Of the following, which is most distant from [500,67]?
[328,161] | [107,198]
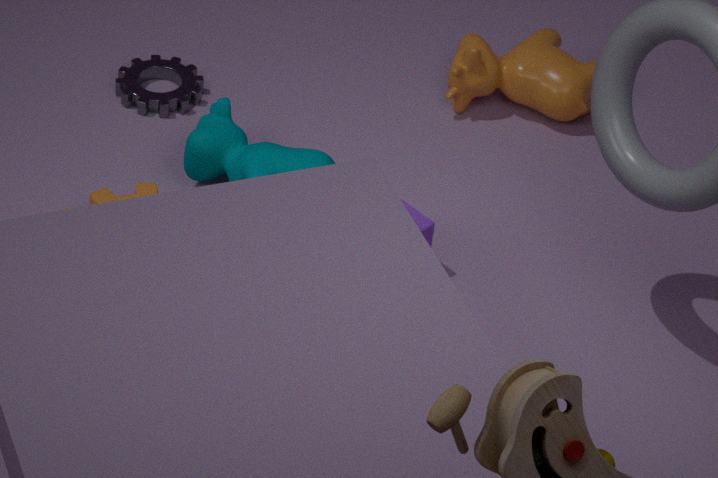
[107,198]
